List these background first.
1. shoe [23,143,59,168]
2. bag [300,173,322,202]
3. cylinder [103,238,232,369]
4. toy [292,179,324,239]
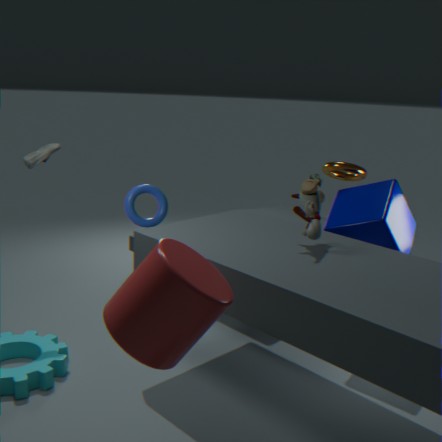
1. bag [300,173,322,202]
2. shoe [23,143,59,168]
3. toy [292,179,324,239]
4. cylinder [103,238,232,369]
